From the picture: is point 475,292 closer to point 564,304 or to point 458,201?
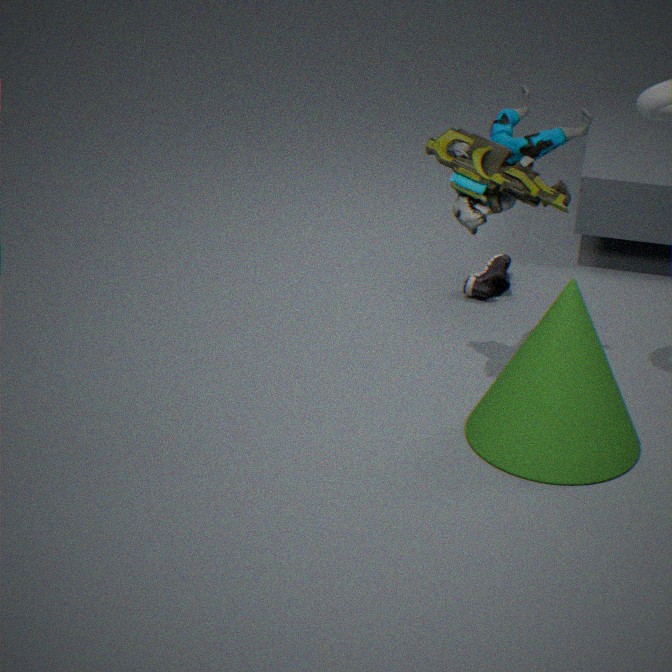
point 564,304
